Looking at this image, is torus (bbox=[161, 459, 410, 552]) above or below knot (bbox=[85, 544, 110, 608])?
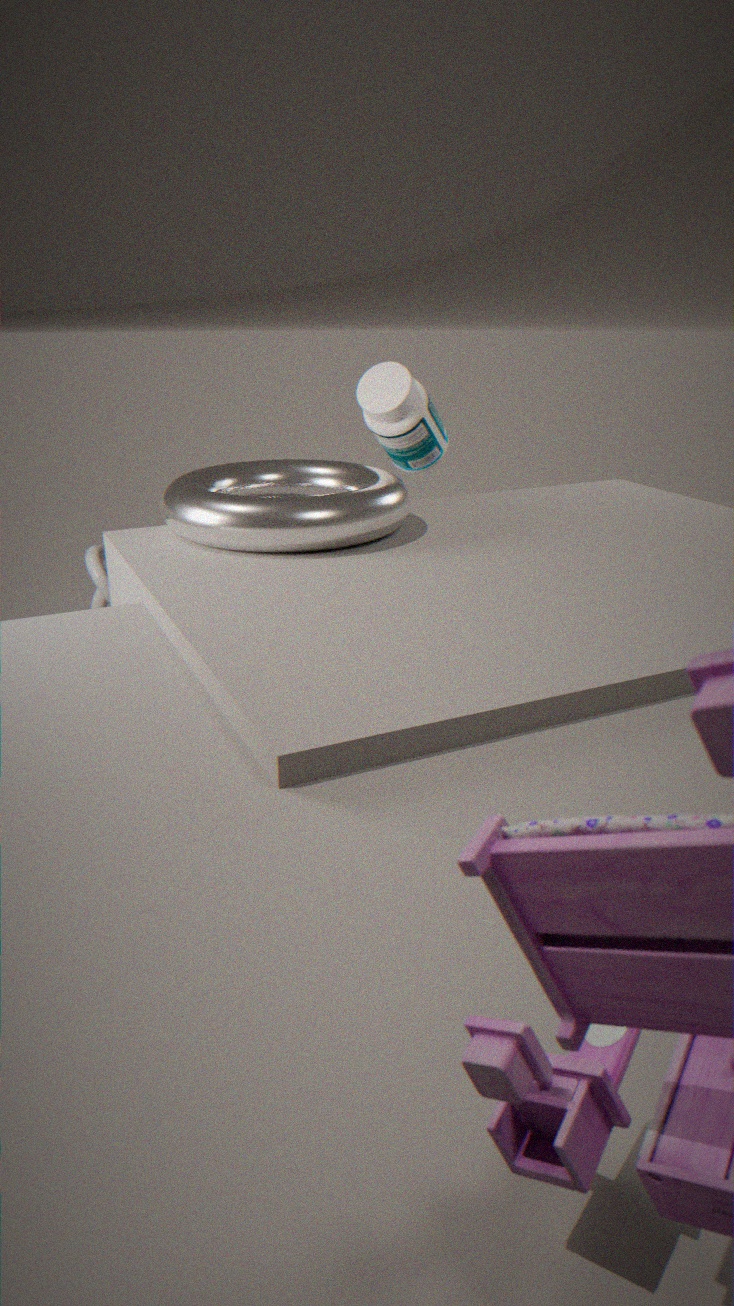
above
